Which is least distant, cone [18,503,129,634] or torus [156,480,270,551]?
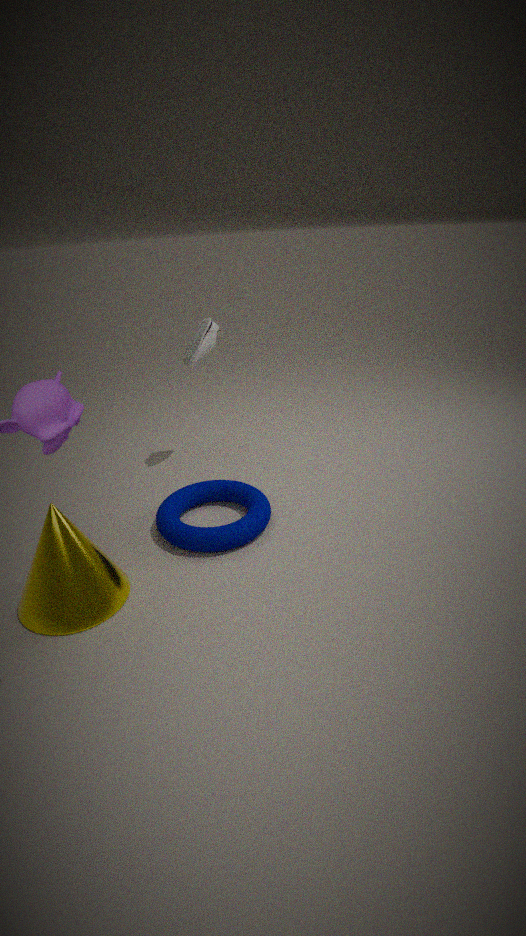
cone [18,503,129,634]
